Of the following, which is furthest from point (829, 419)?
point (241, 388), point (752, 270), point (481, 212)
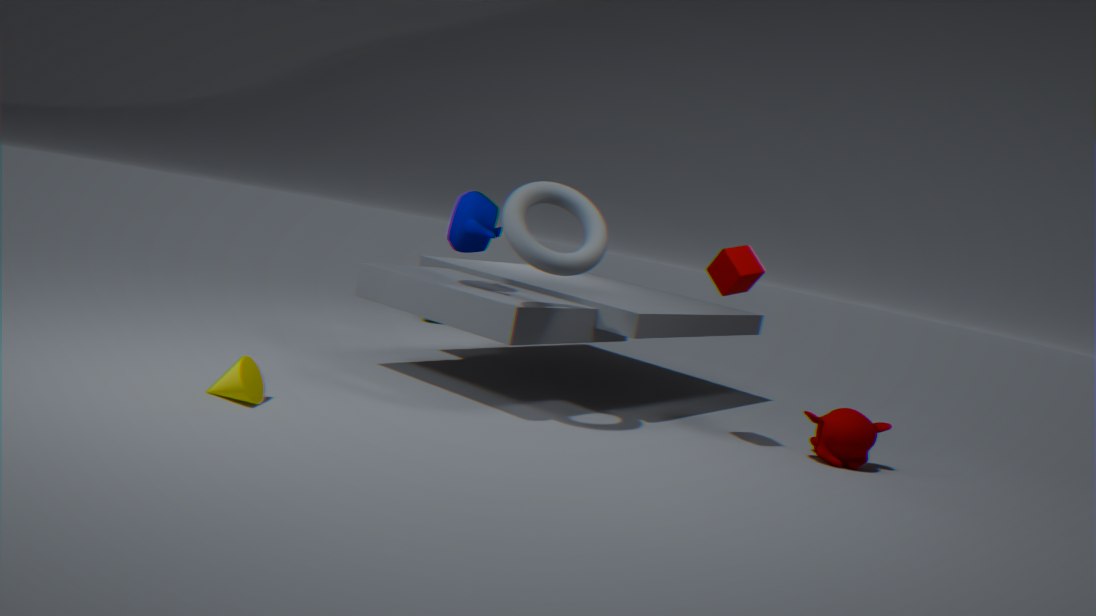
point (241, 388)
